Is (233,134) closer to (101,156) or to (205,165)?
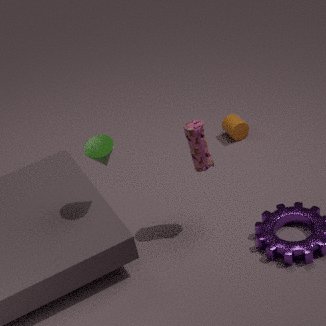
(205,165)
